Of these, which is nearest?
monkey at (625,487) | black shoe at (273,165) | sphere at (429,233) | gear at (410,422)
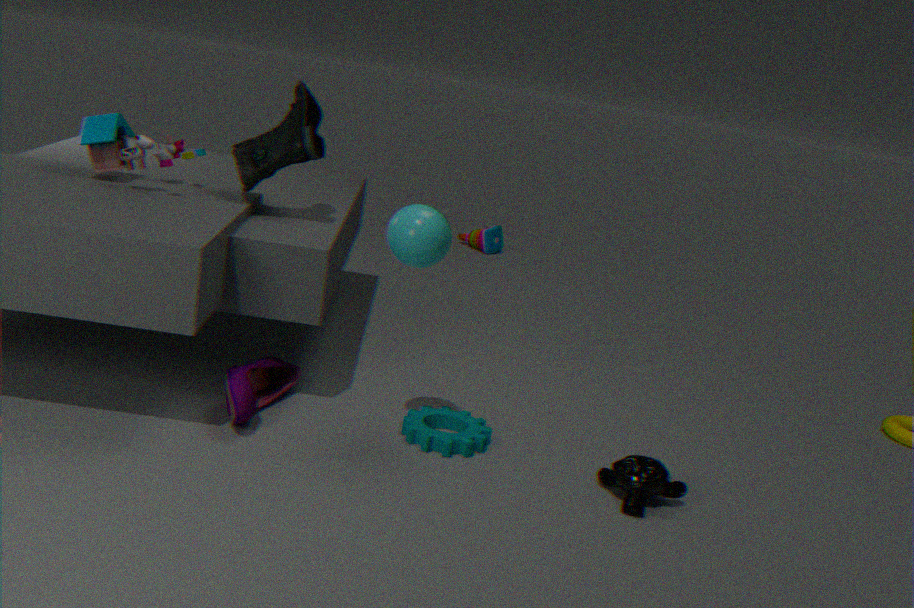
sphere at (429,233)
